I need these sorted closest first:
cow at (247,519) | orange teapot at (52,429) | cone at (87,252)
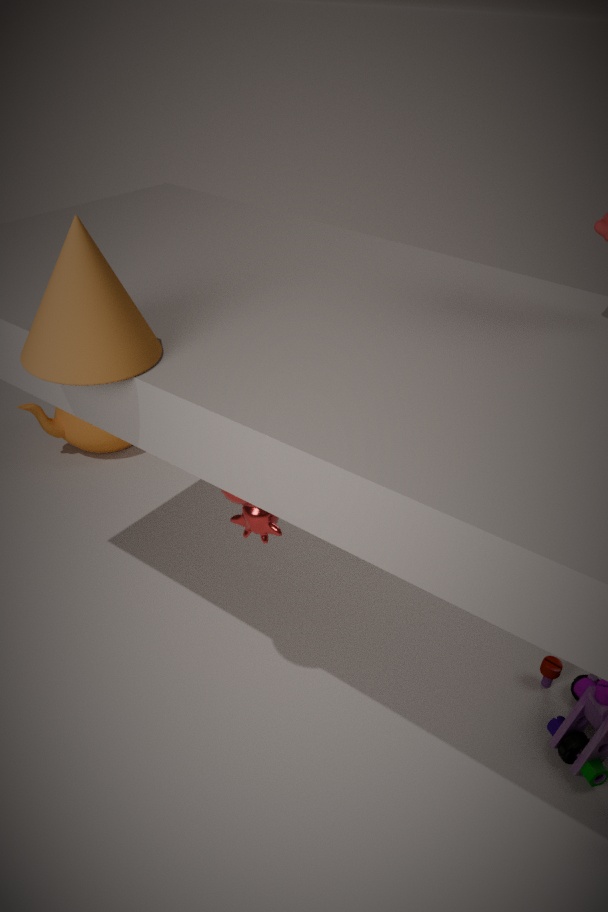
cone at (87,252)
cow at (247,519)
orange teapot at (52,429)
